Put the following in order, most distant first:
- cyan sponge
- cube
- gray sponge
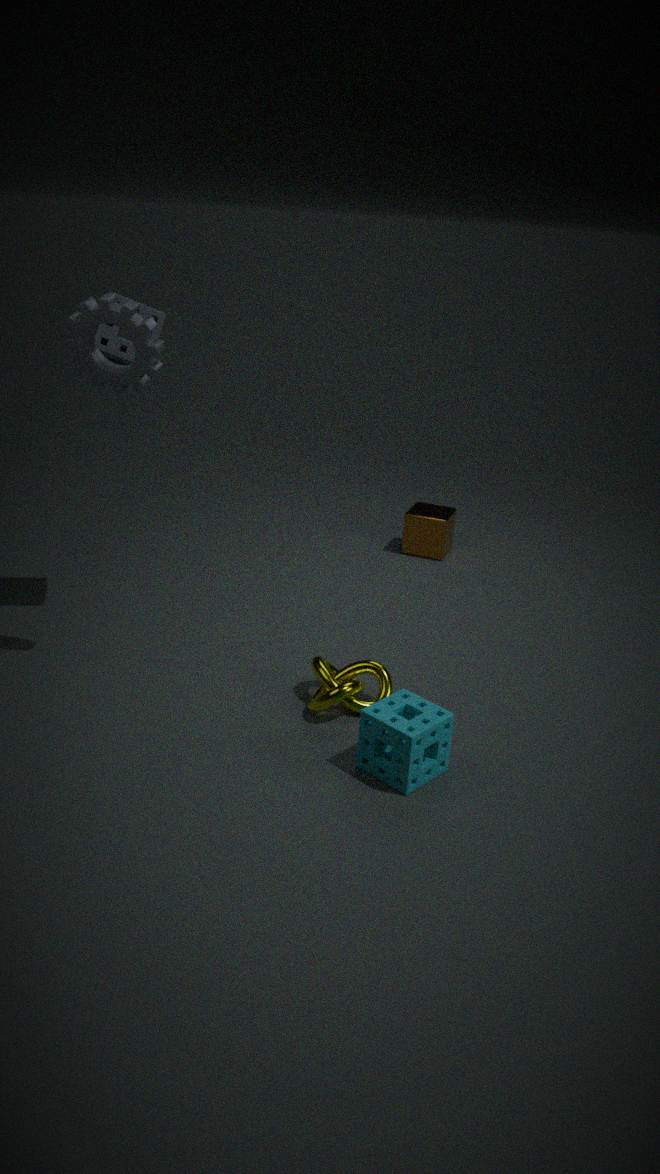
cube < gray sponge < cyan sponge
